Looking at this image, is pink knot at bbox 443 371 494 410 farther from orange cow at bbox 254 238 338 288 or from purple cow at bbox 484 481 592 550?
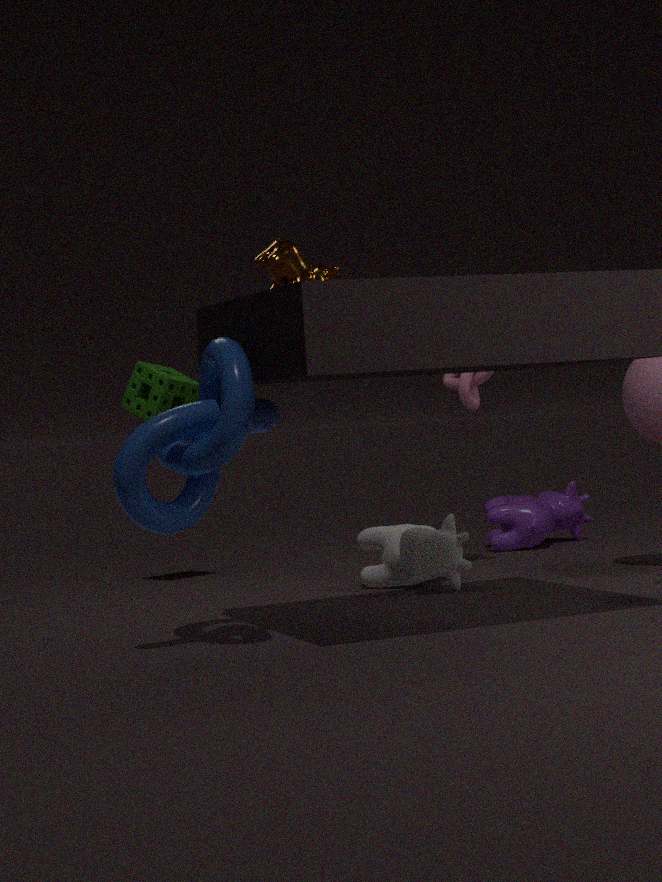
orange cow at bbox 254 238 338 288
